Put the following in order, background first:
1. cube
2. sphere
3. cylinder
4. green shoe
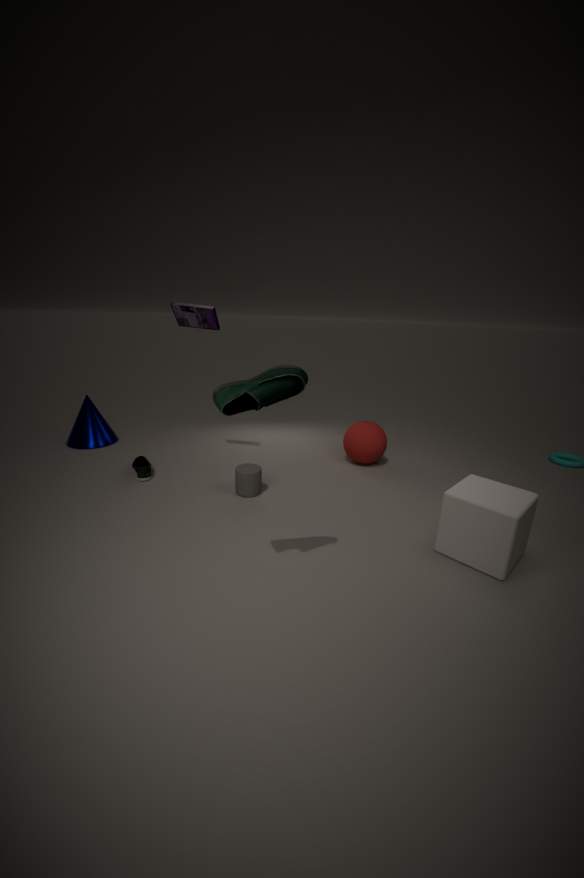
sphere → cylinder → cube → green shoe
